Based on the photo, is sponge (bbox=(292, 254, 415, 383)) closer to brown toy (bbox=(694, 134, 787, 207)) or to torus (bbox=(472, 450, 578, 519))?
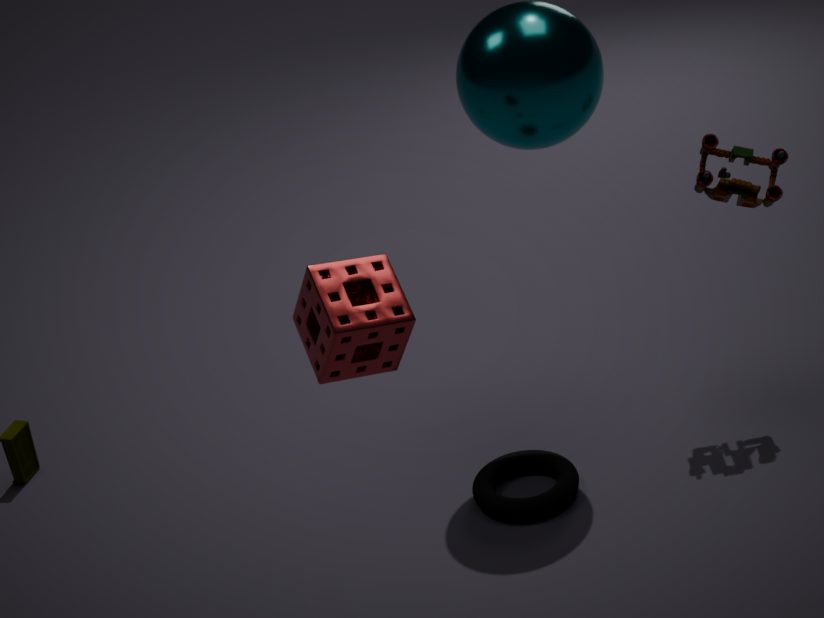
torus (bbox=(472, 450, 578, 519))
